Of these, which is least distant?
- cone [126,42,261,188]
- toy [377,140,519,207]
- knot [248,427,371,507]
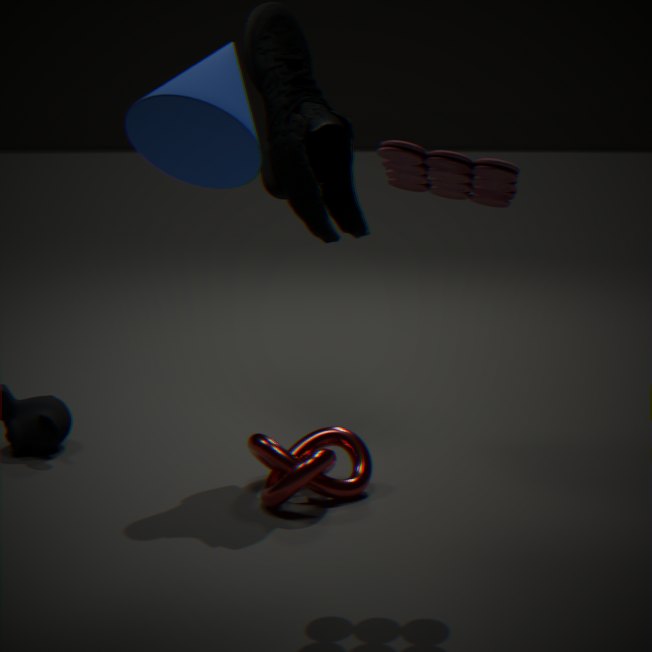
cone [126,42,261,188]
